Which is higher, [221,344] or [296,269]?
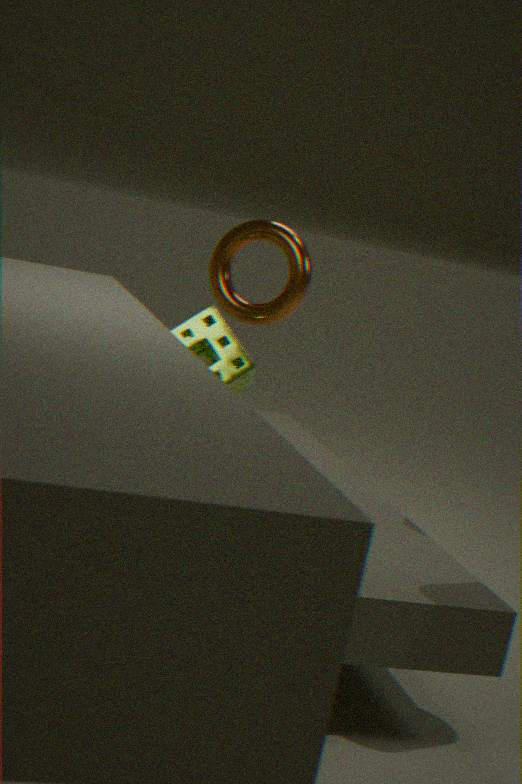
[296,269]
